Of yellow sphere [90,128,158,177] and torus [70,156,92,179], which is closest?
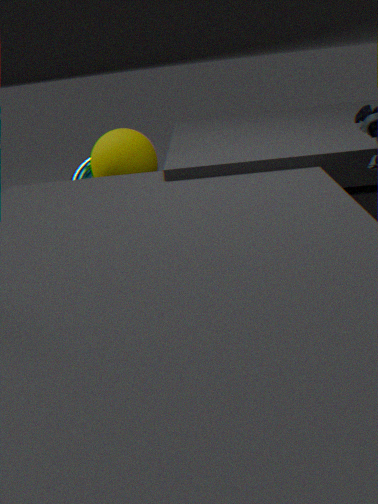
yellow sphere [90,128,158,177]
